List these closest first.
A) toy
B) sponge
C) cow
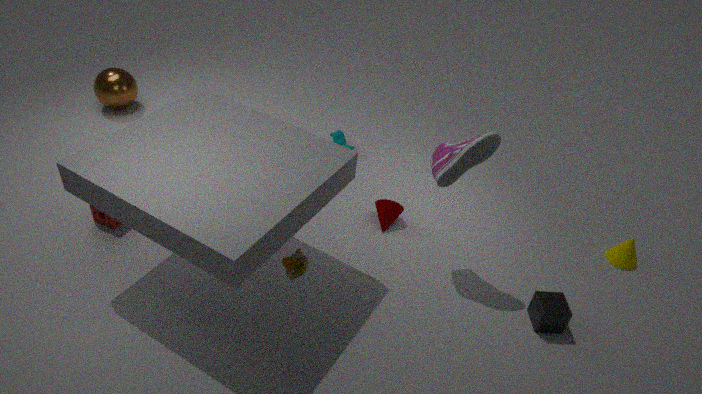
toy → sponge → cow
